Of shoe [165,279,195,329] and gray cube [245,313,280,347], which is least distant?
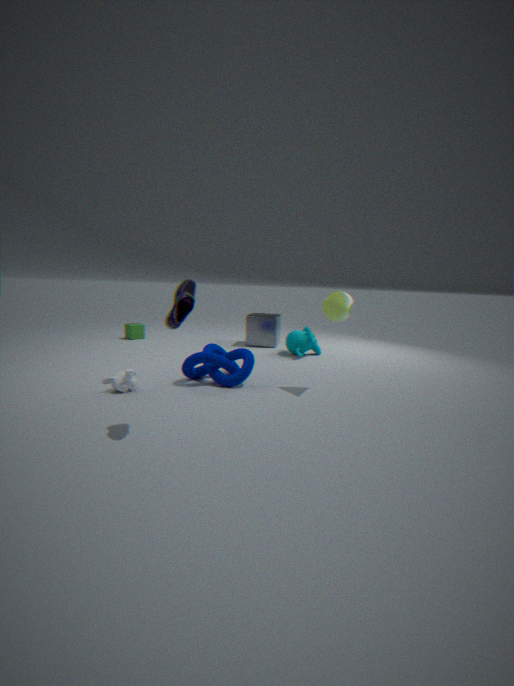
shoe [165,279,195,329]
